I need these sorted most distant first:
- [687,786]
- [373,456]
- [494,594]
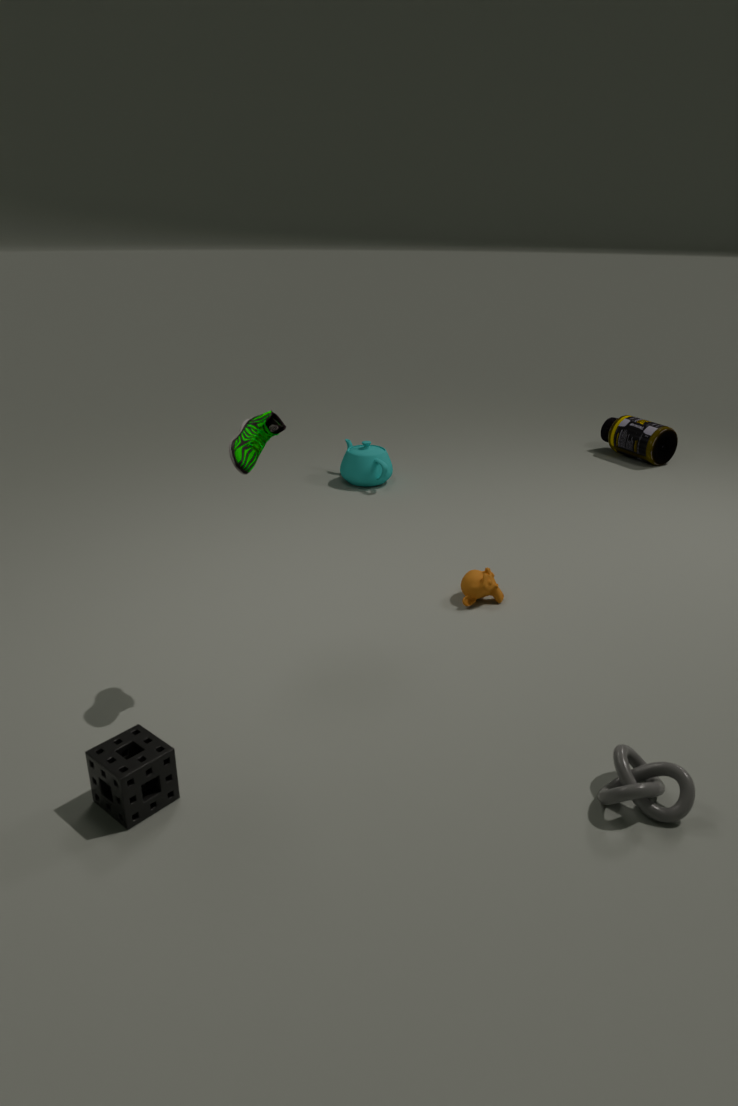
[373,456]
[494,594]
[687,786]
